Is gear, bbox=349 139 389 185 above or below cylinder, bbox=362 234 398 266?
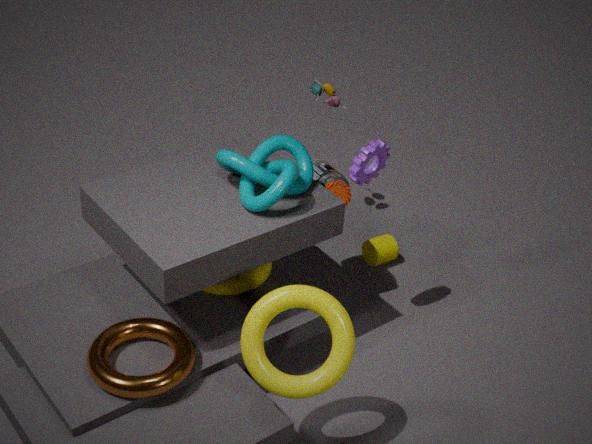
above
